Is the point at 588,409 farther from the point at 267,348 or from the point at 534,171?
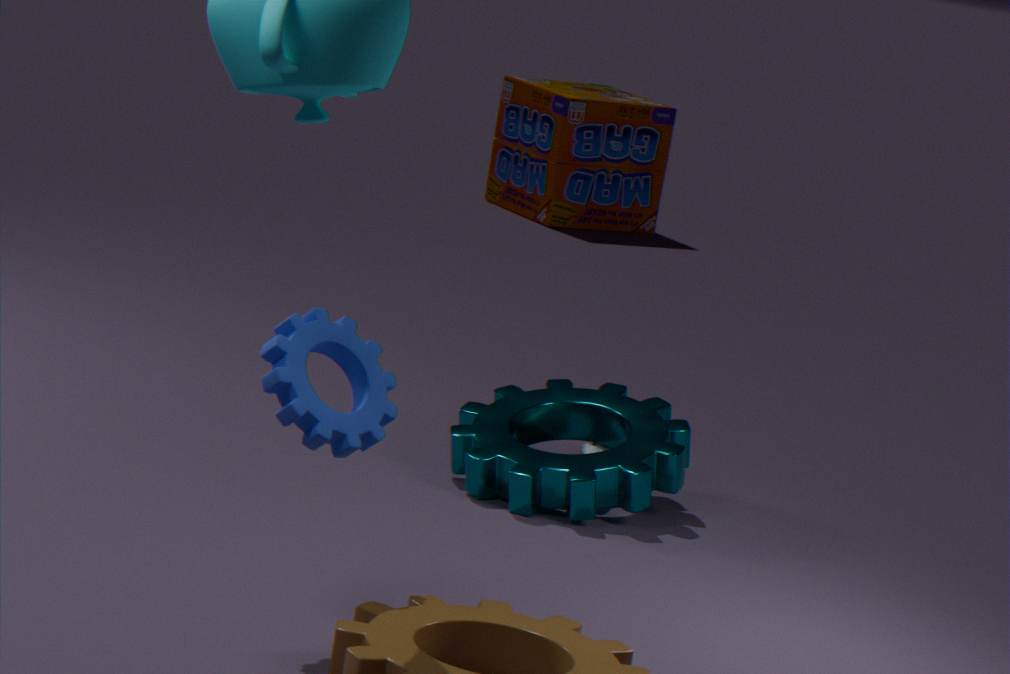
the point at 534,171
